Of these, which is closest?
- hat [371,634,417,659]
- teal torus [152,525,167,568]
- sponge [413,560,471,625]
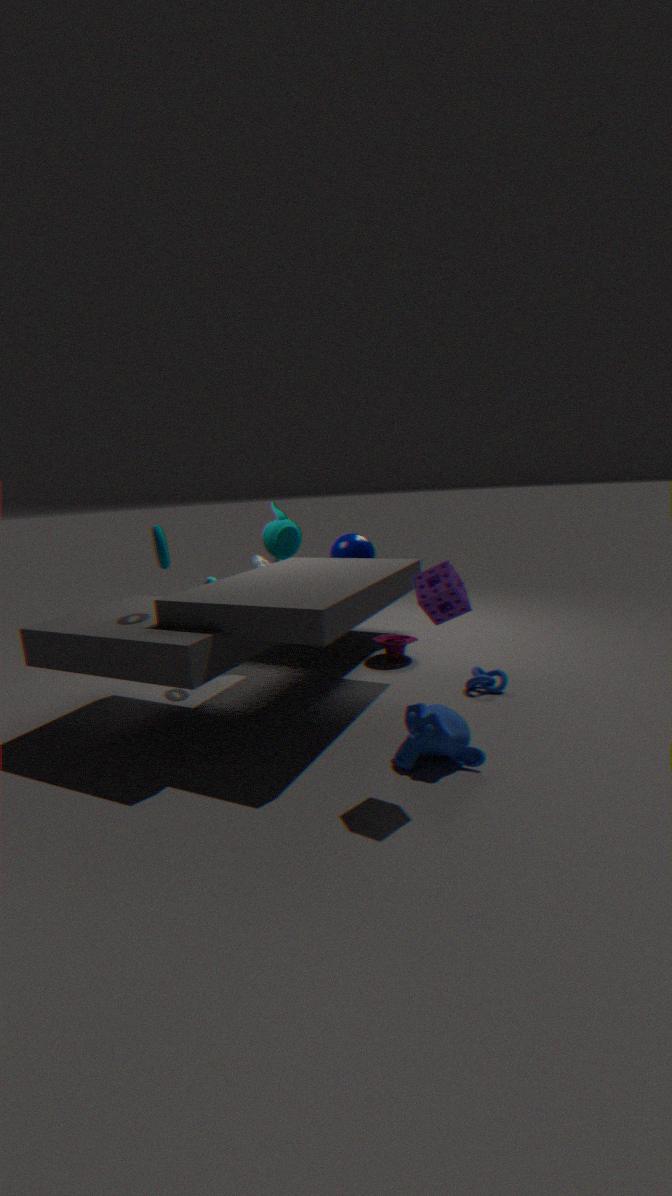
sponge [413,560,471,625]
